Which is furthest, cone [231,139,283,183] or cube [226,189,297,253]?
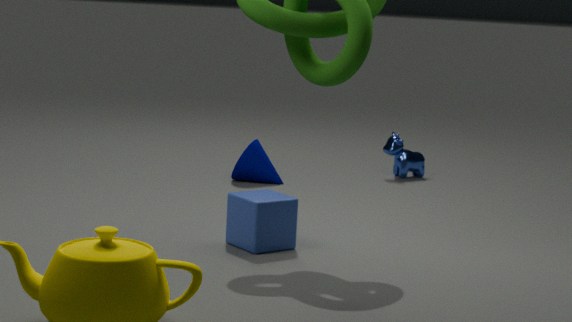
cone [231,139,283,183]
